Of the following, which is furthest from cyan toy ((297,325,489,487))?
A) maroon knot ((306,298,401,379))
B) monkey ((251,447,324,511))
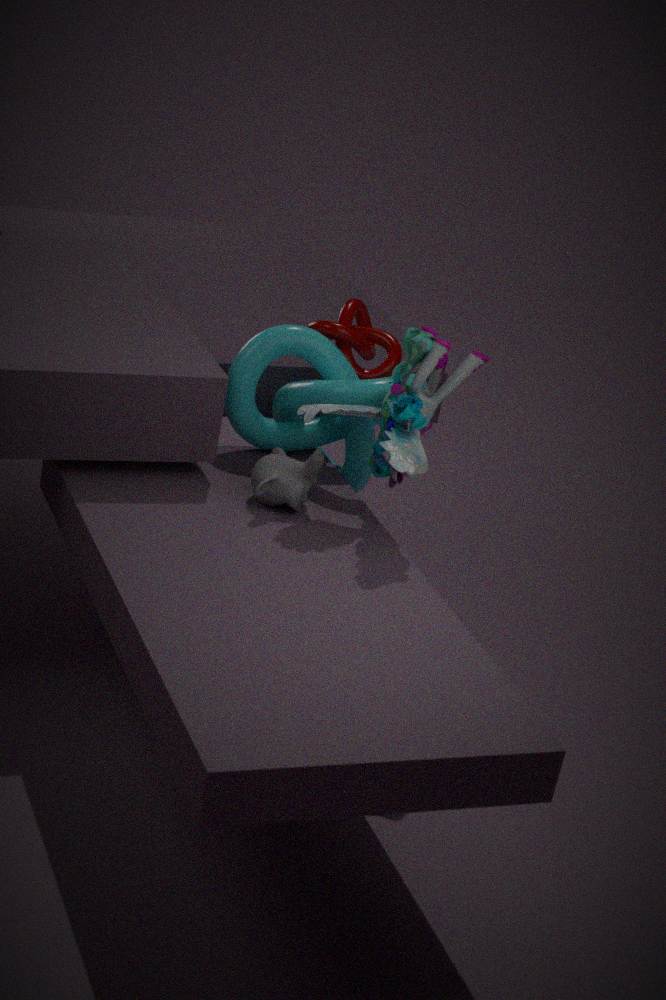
maroon knot ((306,298,401,379))
